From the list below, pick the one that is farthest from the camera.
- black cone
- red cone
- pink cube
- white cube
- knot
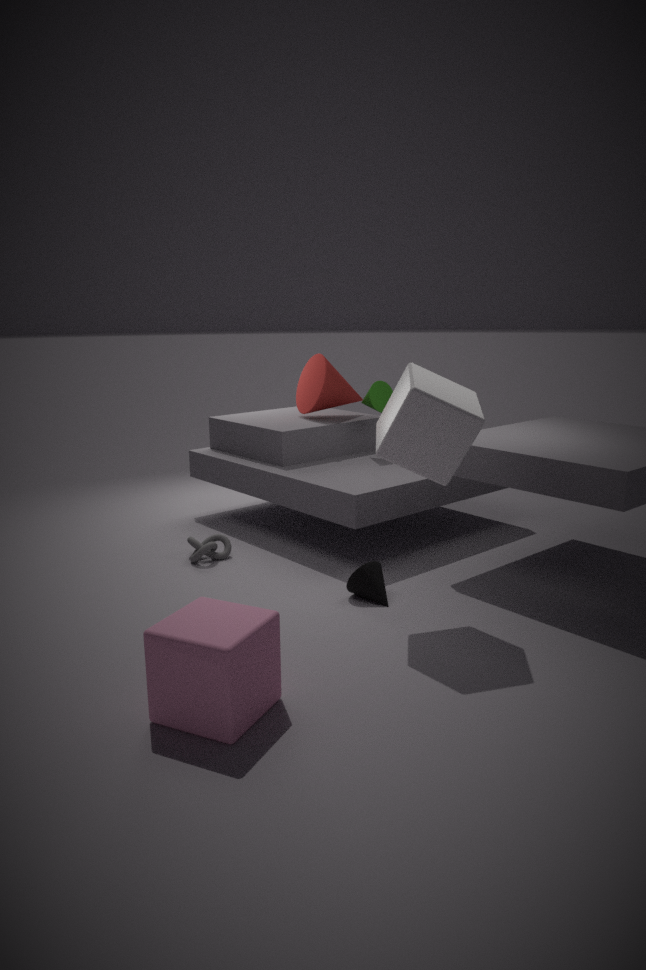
red cone
